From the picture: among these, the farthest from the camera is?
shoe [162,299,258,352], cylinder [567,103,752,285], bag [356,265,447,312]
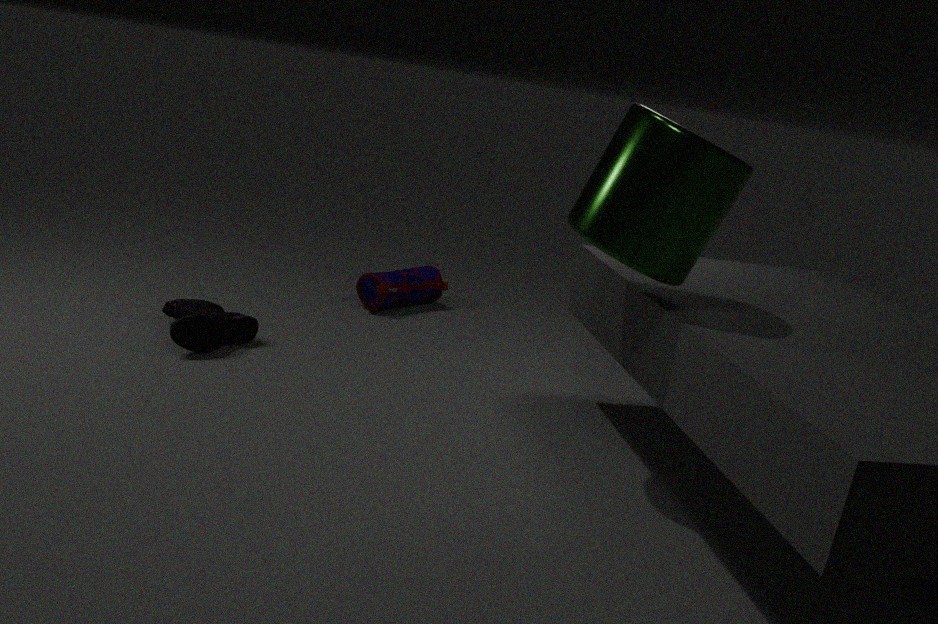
bag [356,265,447,312]
